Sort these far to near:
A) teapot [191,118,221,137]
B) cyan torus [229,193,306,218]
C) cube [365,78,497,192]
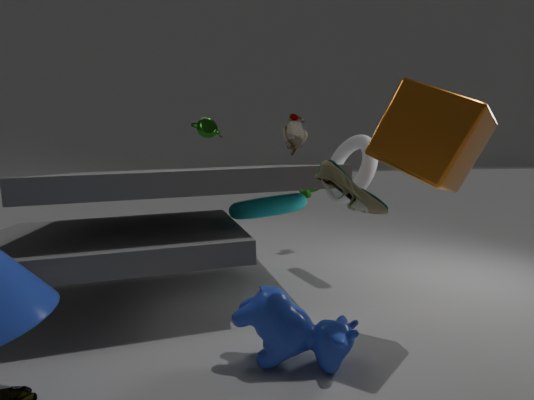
teapot [191,118,221,137]
cyan torus [229,193,306,218]
cube [365,78,497,192]
